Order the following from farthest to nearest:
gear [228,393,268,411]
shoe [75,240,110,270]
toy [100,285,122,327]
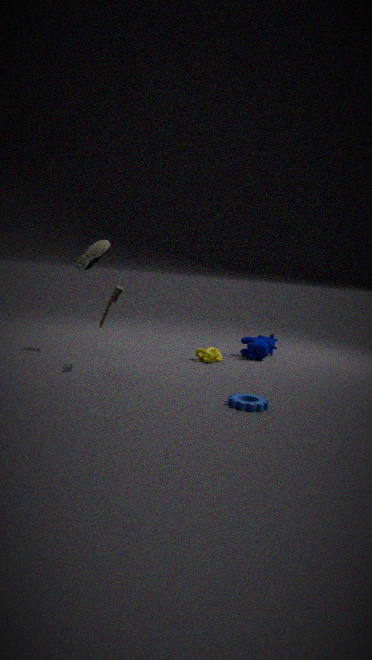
shoe [75,240,110,270]
toy [100,285,122,327]
gear [228,393,268,411]
